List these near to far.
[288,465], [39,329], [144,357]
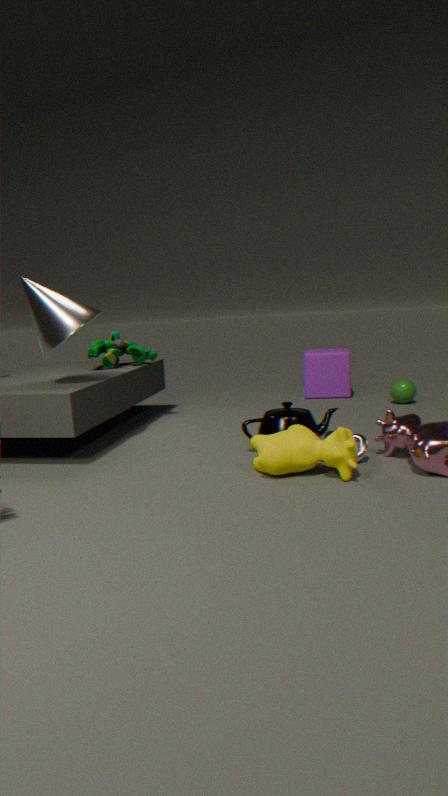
1. [288,465]
2. [39,329]
3. [144,357]
